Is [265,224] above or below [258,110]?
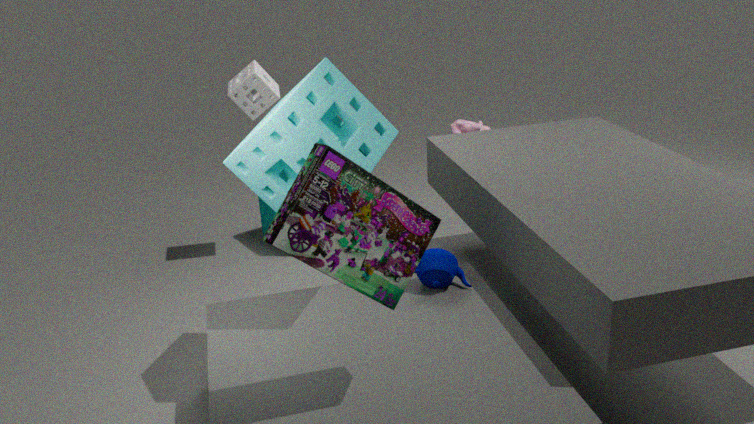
below
